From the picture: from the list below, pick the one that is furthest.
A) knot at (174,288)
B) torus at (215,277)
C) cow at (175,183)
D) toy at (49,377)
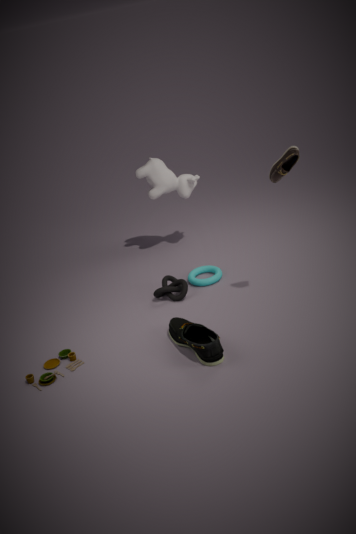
cow at (175,183)
